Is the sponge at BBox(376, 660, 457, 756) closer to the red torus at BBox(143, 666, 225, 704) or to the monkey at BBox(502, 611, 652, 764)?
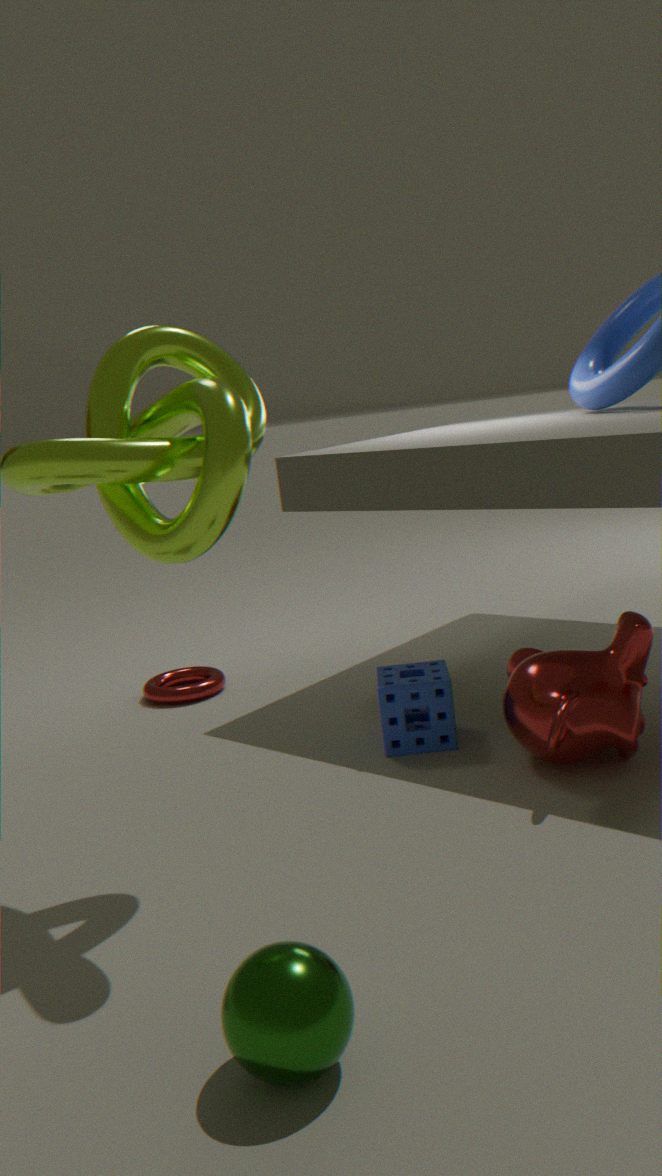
the monkey at BBox(502, 611, 652, 764)
